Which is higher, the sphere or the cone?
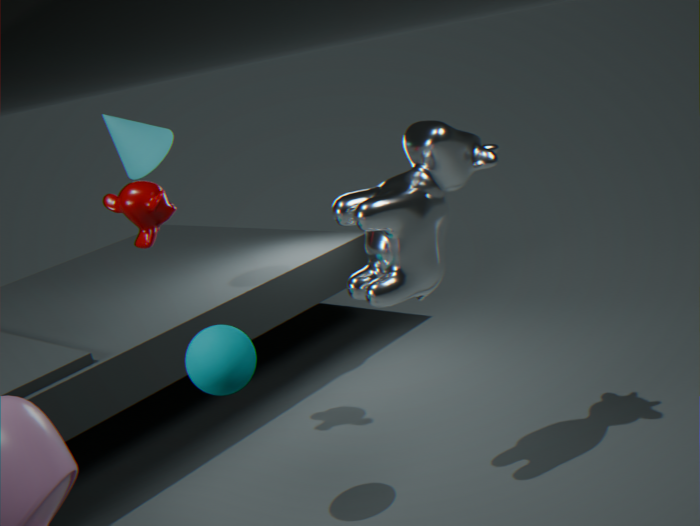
the cone
